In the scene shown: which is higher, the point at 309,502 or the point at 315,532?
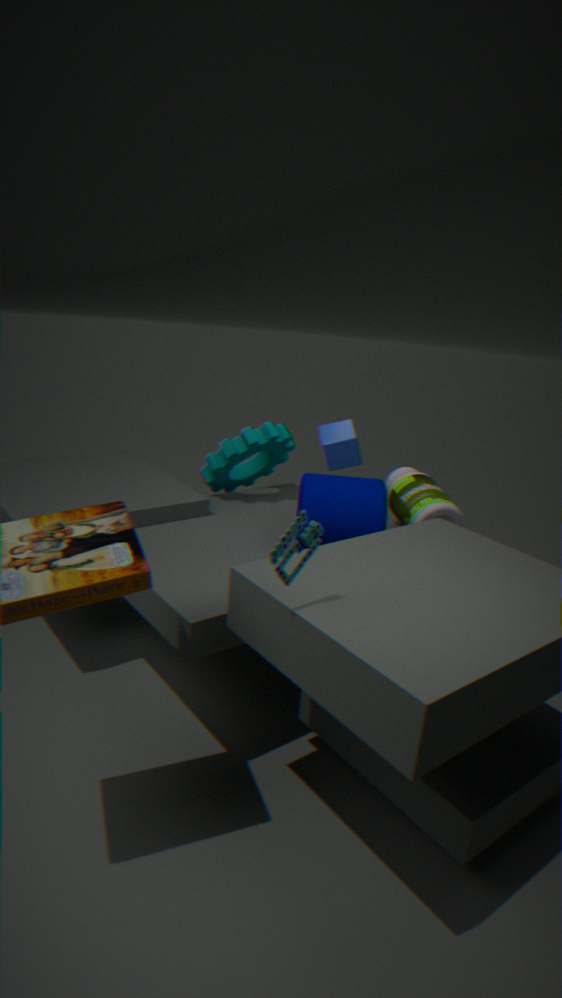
the point at 315,532
